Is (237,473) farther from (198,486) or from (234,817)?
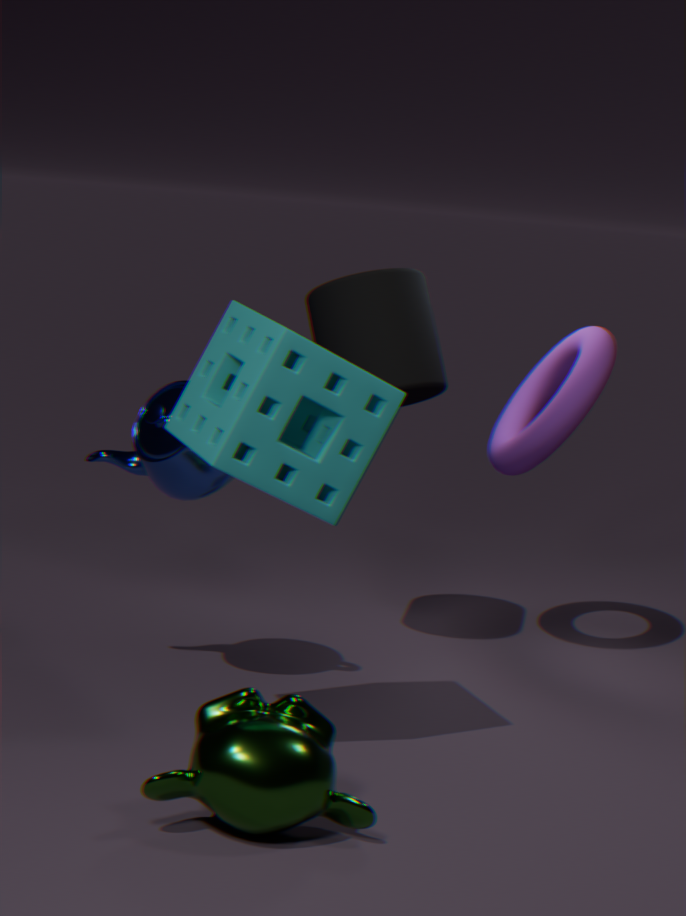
(234,817)
